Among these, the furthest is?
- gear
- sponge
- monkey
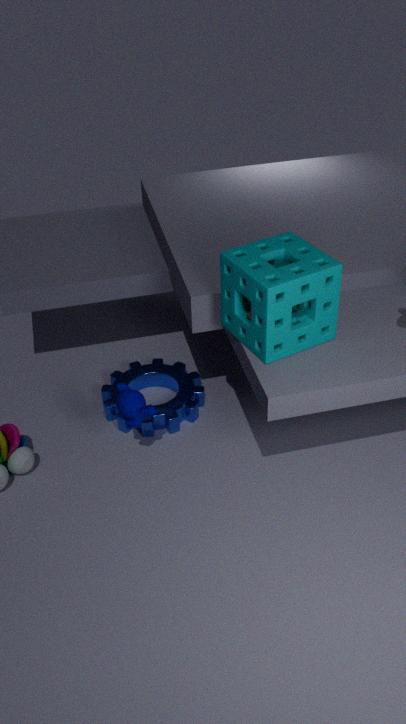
gear
